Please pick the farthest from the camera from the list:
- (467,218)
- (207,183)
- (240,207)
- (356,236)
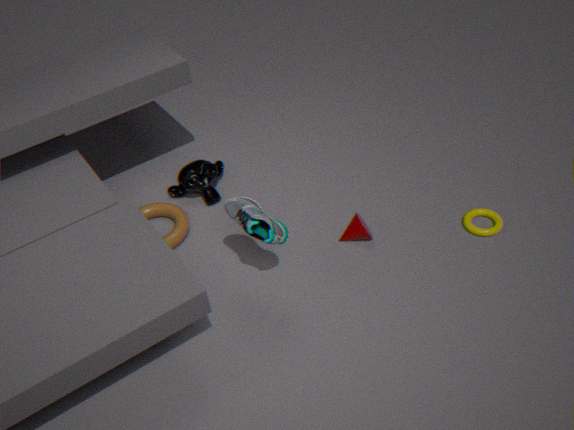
(207,183)
